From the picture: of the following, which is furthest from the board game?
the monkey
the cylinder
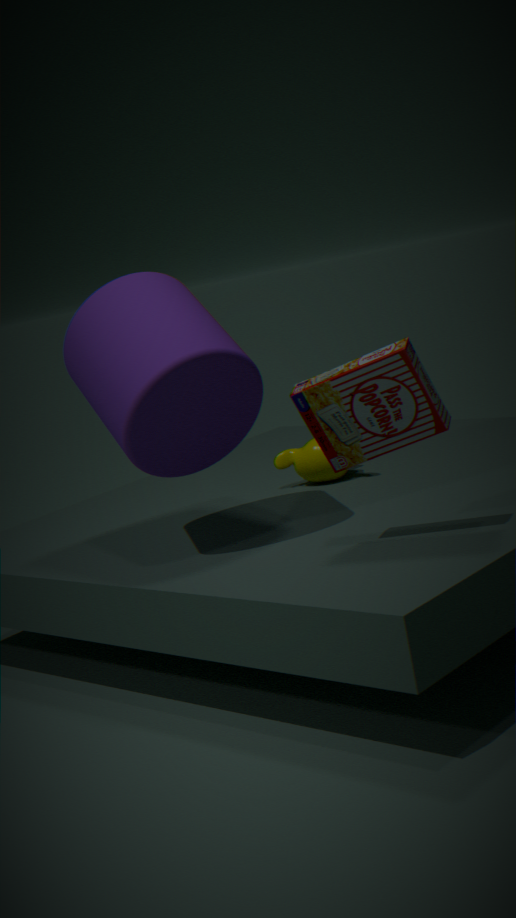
the monkey
